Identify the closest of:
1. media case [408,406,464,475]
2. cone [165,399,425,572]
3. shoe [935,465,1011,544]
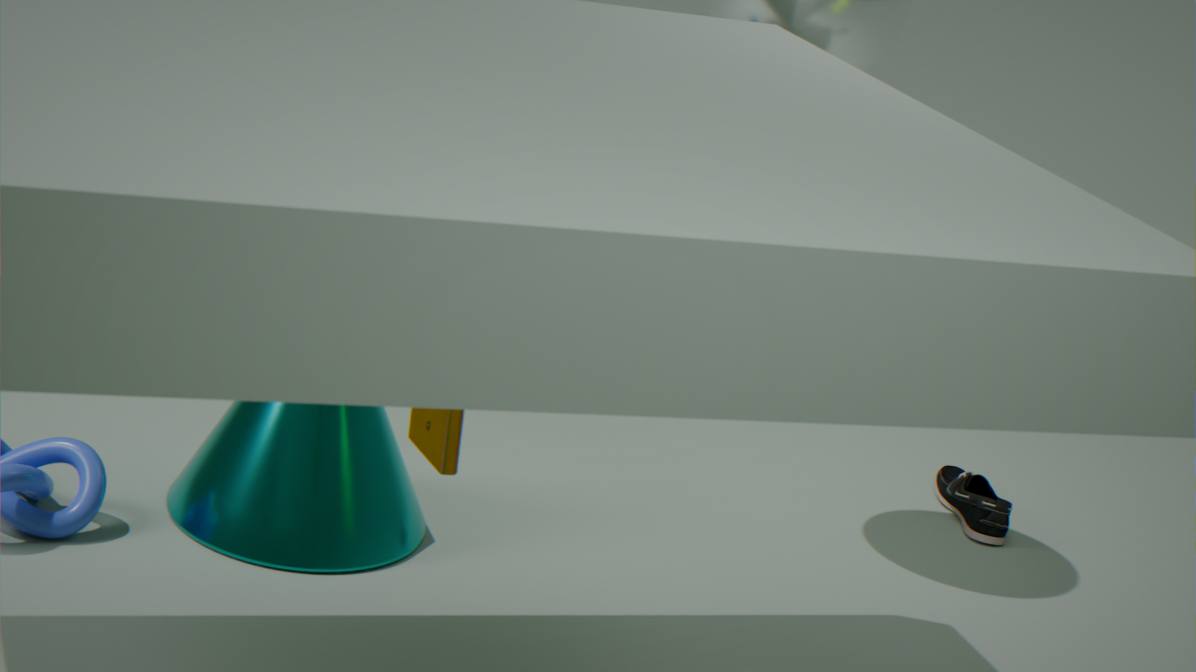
media case [408,406,464,475]
